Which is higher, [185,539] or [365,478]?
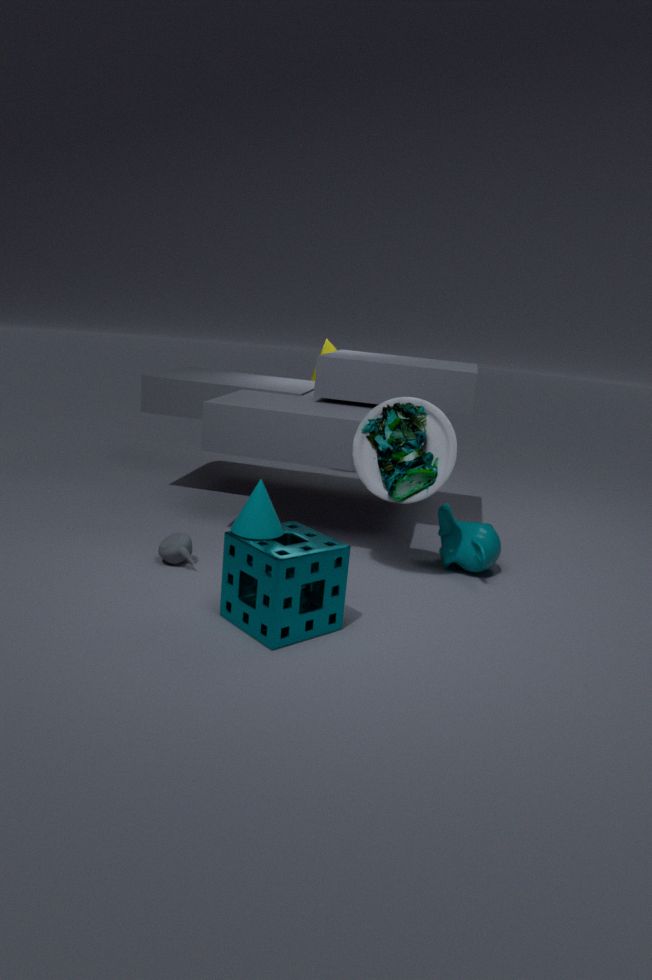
[365,478]
